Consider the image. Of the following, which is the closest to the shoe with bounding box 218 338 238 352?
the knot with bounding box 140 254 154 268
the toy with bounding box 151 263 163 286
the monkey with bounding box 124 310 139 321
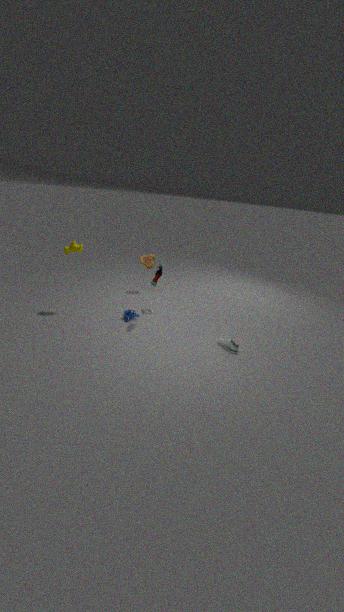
the toy with bounding box 151 263 163 286
